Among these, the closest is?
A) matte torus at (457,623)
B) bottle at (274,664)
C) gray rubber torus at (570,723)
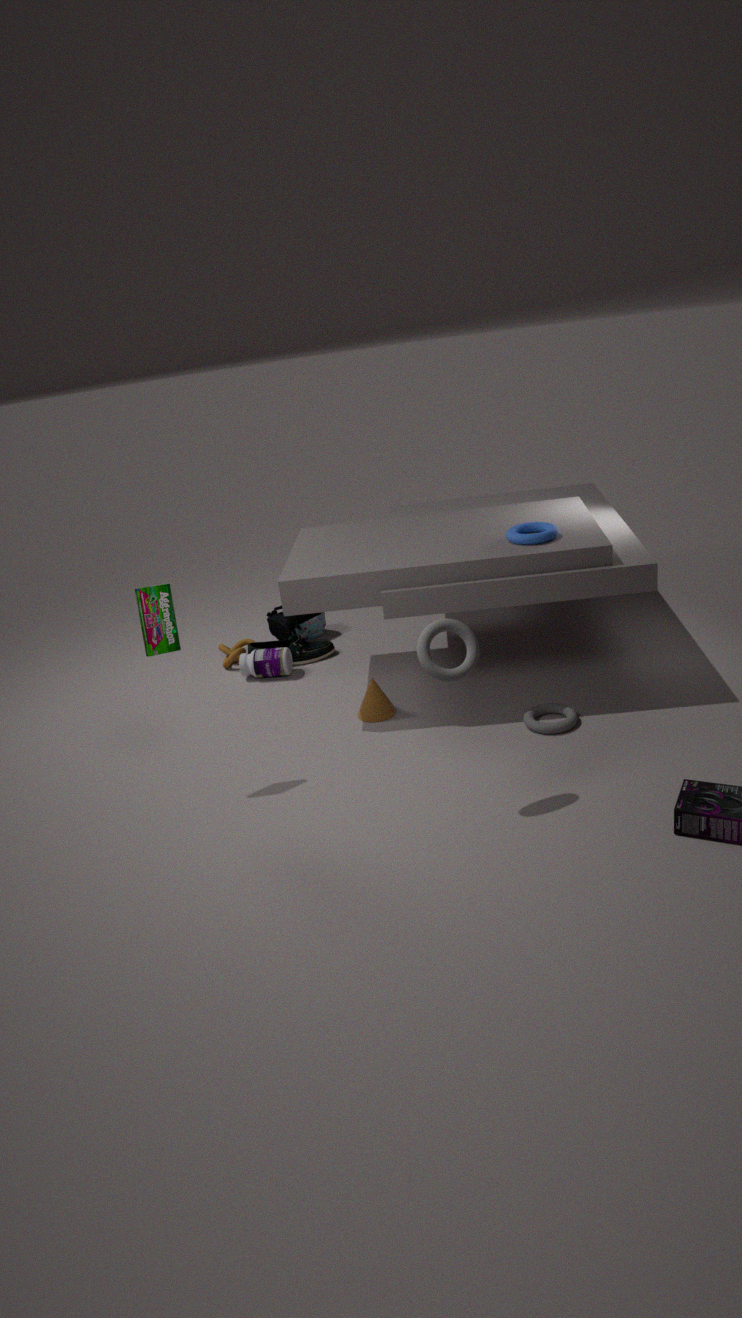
matte torus at (457,623)
